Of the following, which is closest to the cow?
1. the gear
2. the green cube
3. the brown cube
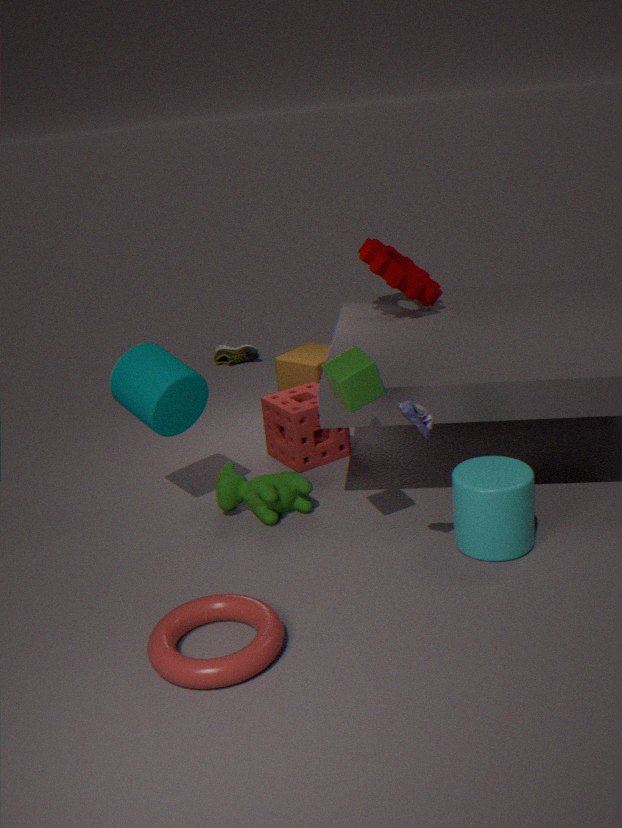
the green cube
